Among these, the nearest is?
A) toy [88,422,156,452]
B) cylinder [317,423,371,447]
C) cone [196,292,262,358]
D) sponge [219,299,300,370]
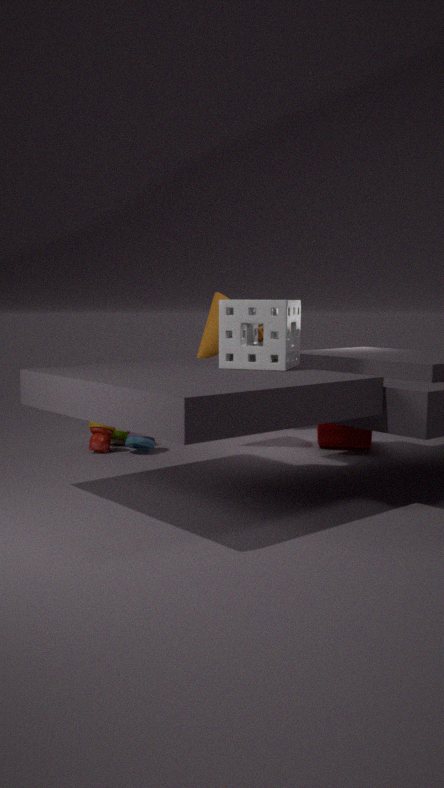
sponge [219,299,300,370]
